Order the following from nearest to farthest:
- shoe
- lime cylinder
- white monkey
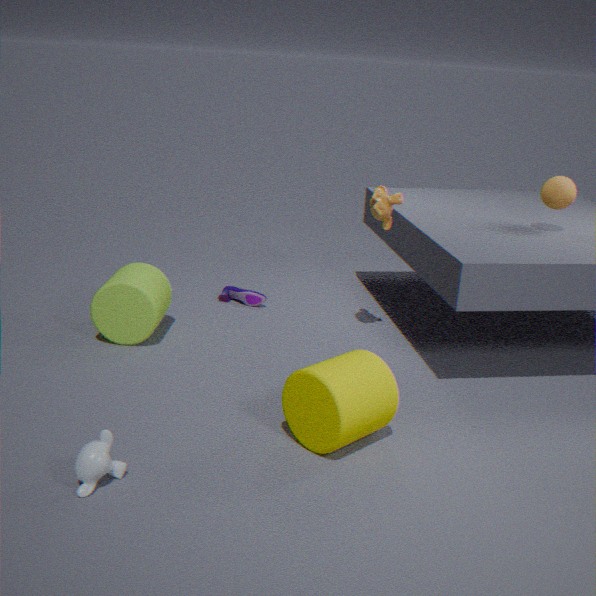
1. white monkey
2. lime cylinder
3. shoe
